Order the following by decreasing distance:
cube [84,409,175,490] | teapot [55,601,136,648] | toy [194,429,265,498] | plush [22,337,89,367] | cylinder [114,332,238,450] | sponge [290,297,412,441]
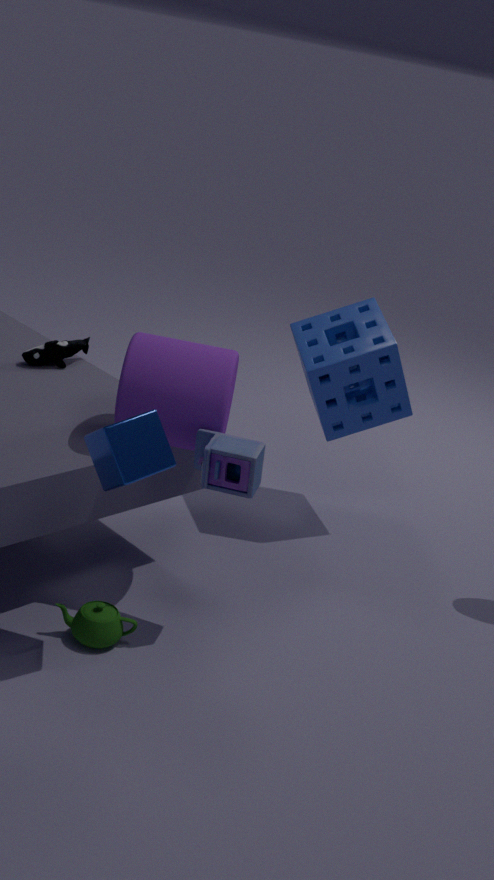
sponge [290,297,412,441]
plush [22,337,89,367]
cylinder [114,332,238,450]
teapot [55,601,136,648]
toy [194,429,265,498]
cube [84,409,175,490]
